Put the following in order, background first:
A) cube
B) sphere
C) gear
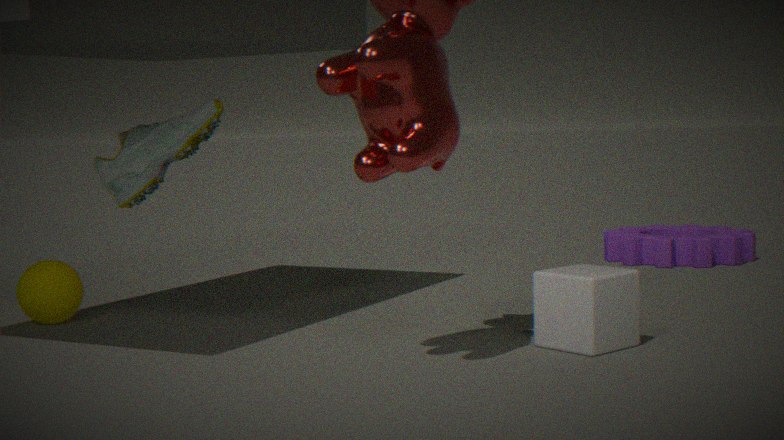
gear
sphere
cube
